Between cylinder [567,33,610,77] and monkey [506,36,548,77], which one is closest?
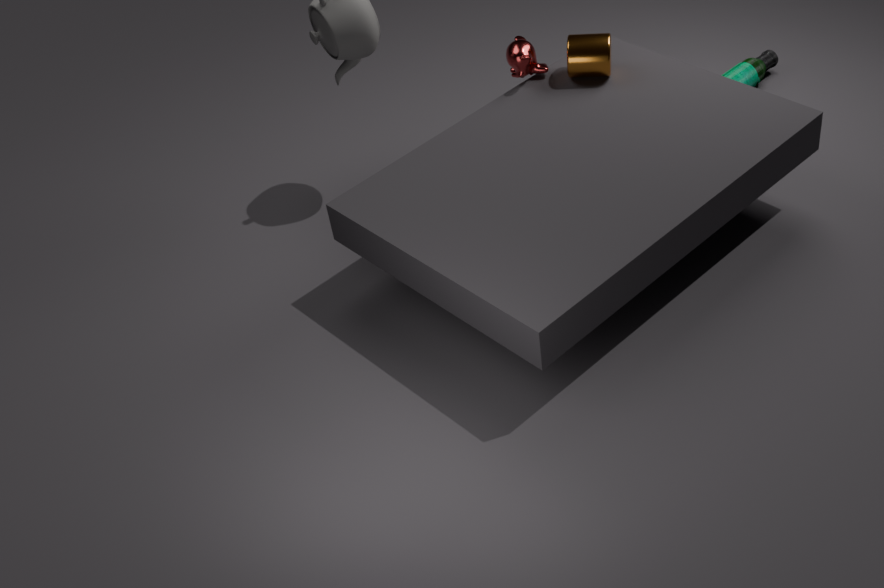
cylinder [567,33,610,77]
